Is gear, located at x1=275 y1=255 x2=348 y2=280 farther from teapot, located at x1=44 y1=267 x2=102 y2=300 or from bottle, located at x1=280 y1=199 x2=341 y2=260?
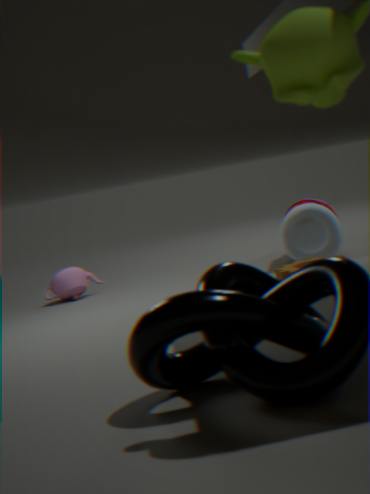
teapot, located at x1=44 y1=267 x2=102 y2=300
